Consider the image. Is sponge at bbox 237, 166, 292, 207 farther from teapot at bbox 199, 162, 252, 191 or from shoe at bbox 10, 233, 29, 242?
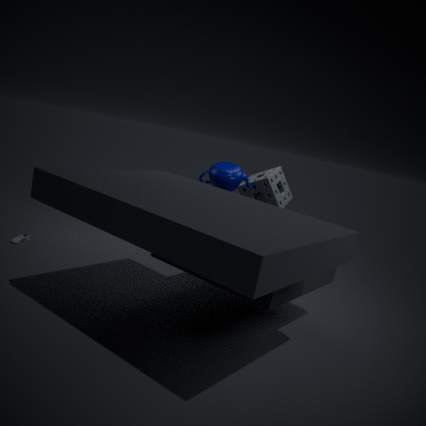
shoe at bbox 10, 233, 29, 242
